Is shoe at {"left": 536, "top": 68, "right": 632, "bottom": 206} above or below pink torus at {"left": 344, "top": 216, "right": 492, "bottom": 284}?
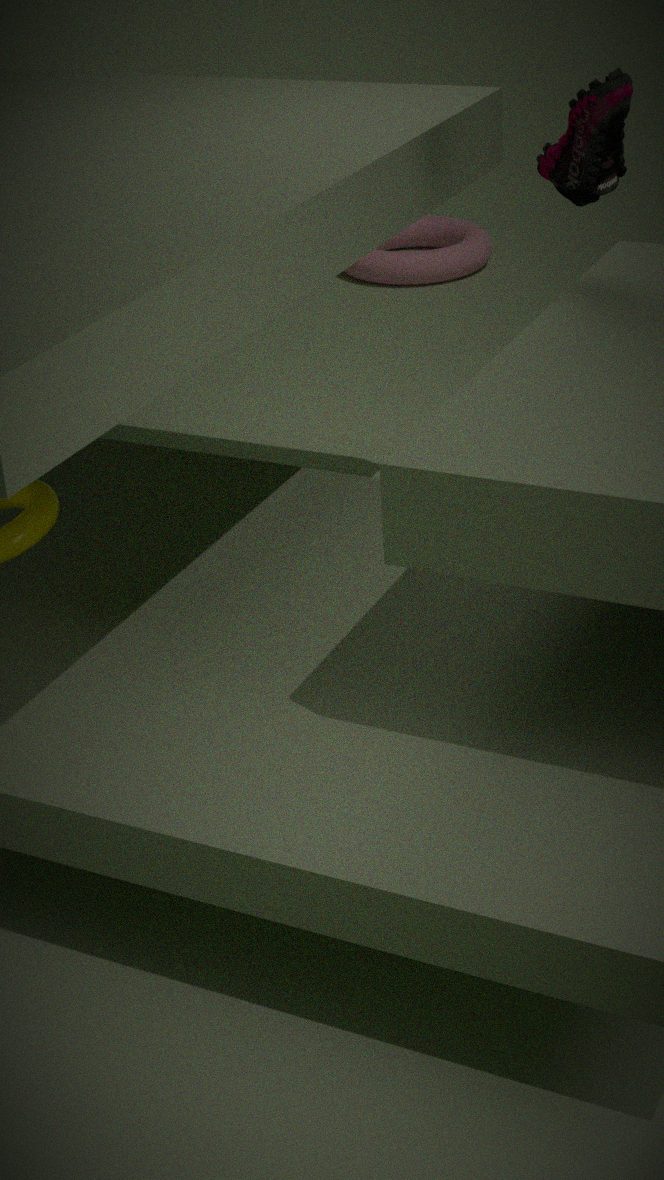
above
